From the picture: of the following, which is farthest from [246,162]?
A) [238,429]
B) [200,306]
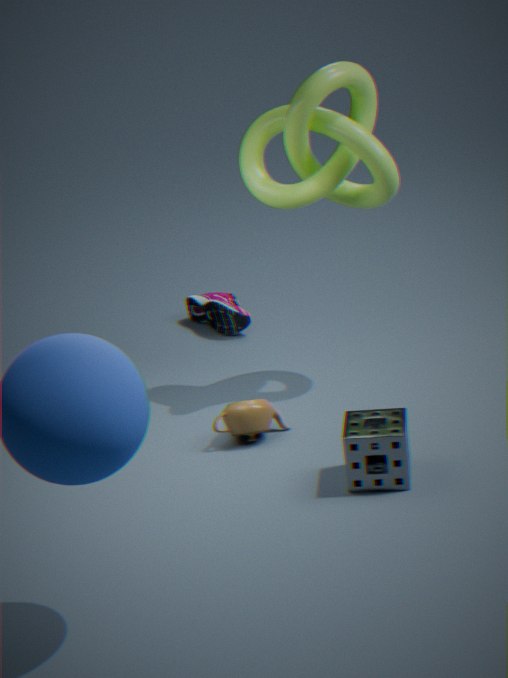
[200,306]
